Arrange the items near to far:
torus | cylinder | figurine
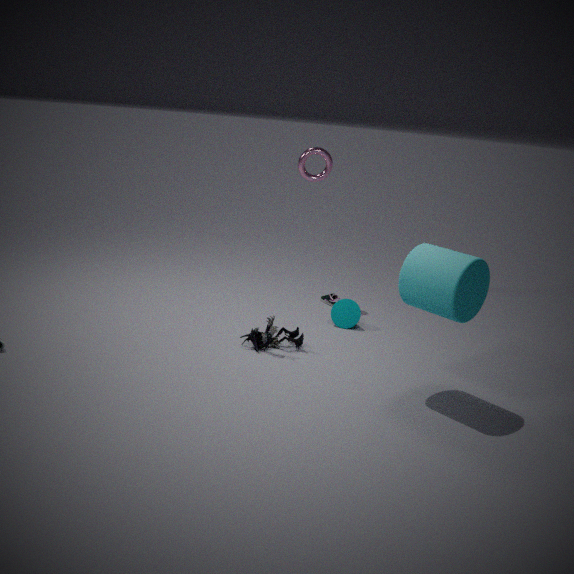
cylinder → figurine → torus
